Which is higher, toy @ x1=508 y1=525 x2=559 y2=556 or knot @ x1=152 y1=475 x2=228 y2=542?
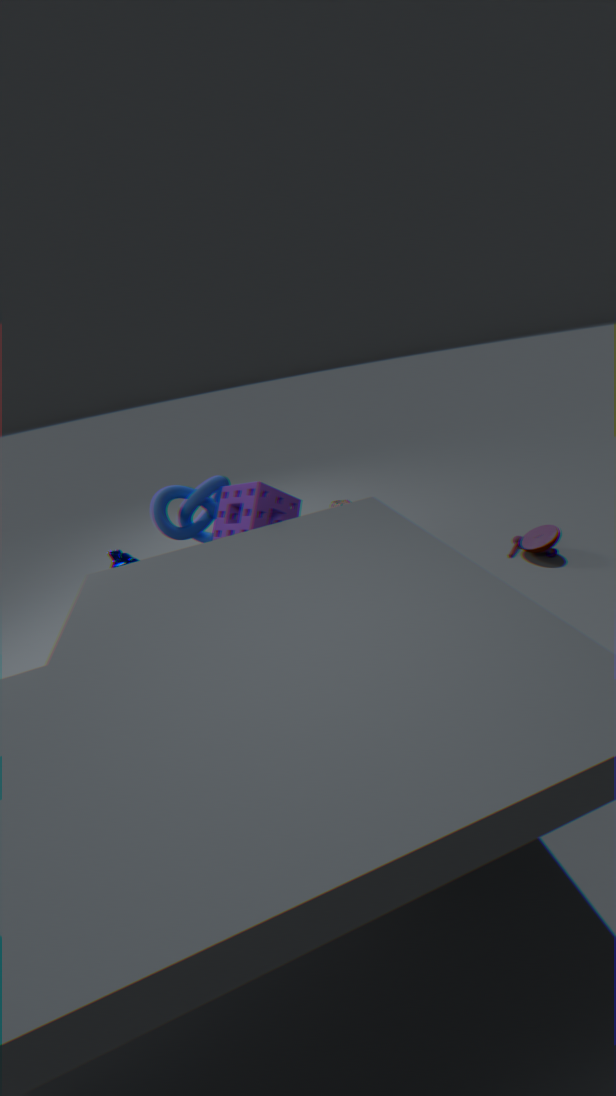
knot @ x1=152 y1=475 x2=228 y2=542
